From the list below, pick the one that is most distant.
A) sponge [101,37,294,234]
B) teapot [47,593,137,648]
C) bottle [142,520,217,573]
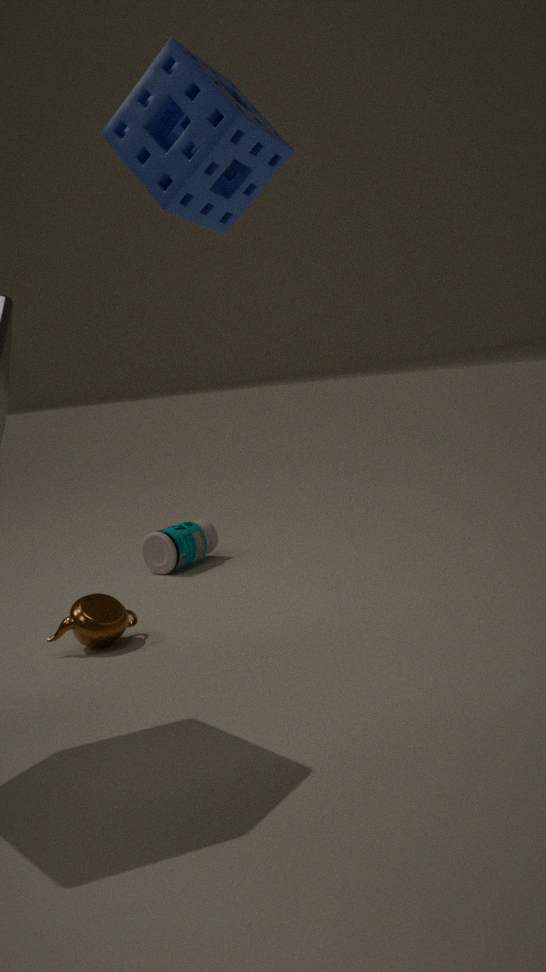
bottle [142,520,217,573]
